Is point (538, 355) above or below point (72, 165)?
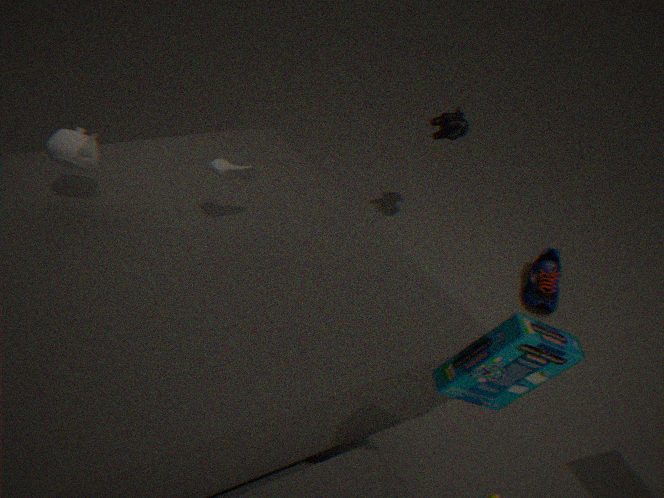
above
